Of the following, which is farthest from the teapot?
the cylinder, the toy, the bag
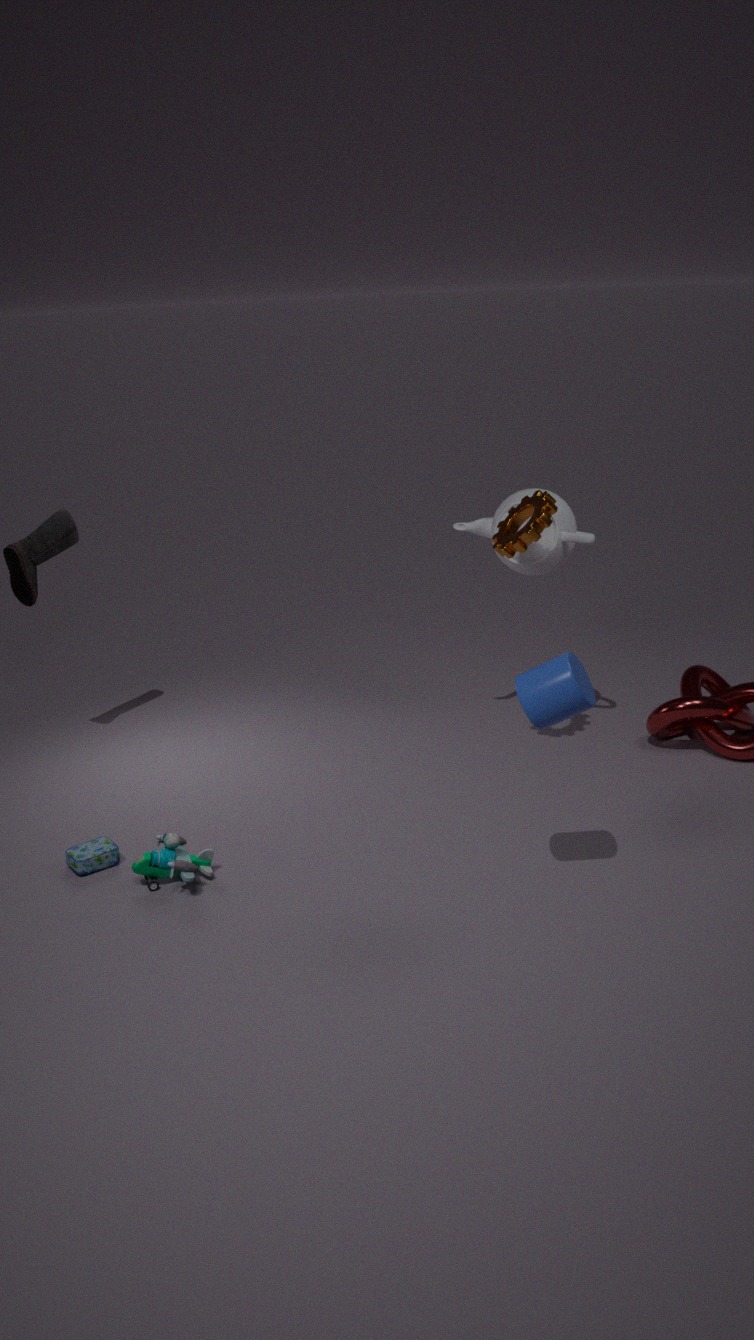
the bag
